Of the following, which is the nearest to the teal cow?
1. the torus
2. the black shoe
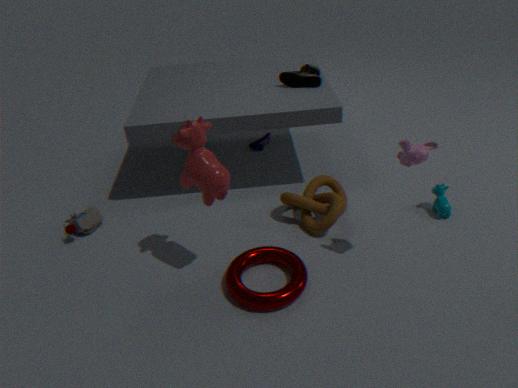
the torus
